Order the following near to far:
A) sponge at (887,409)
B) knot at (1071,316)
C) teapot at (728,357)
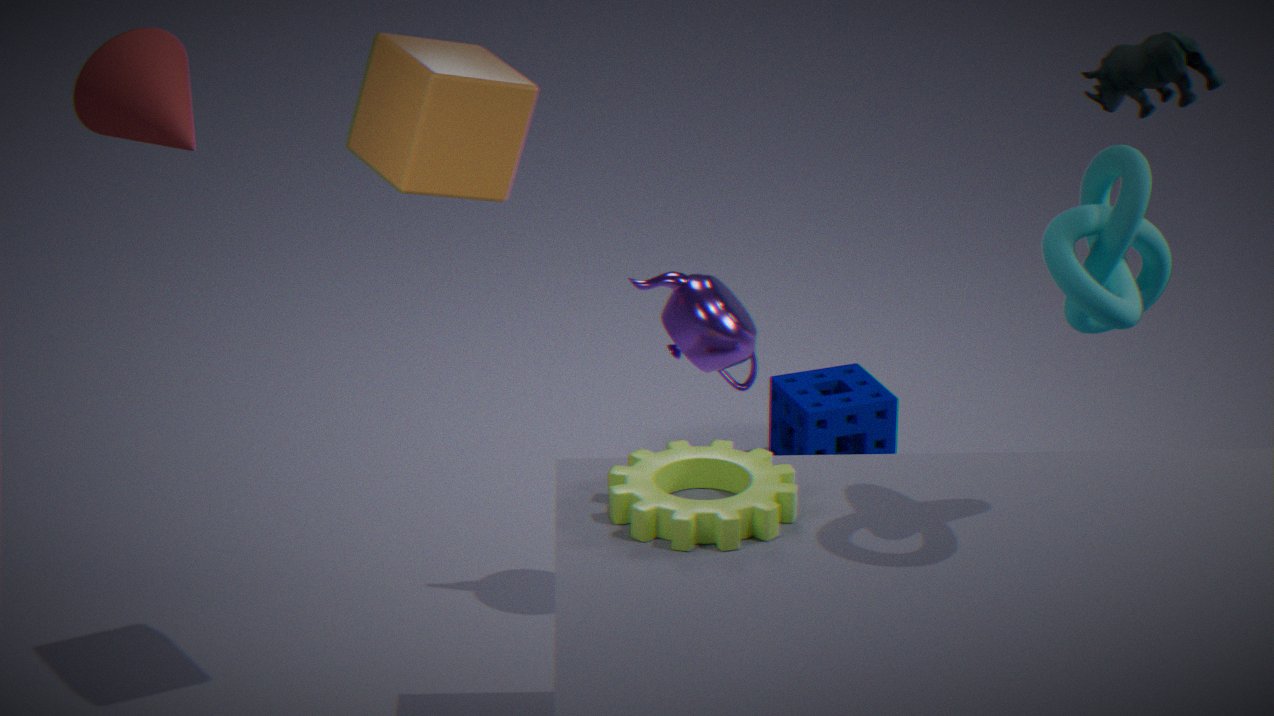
knot at (1071,316) < teapot at (728,357) < sponge at (887,409)
